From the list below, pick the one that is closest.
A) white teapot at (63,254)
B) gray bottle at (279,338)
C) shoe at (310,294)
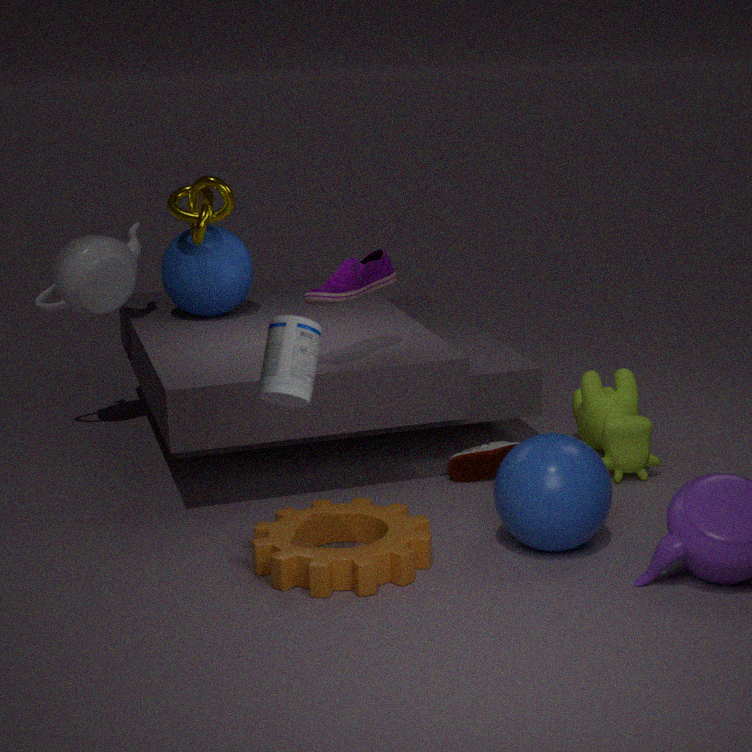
gray bottle at (279,338)
